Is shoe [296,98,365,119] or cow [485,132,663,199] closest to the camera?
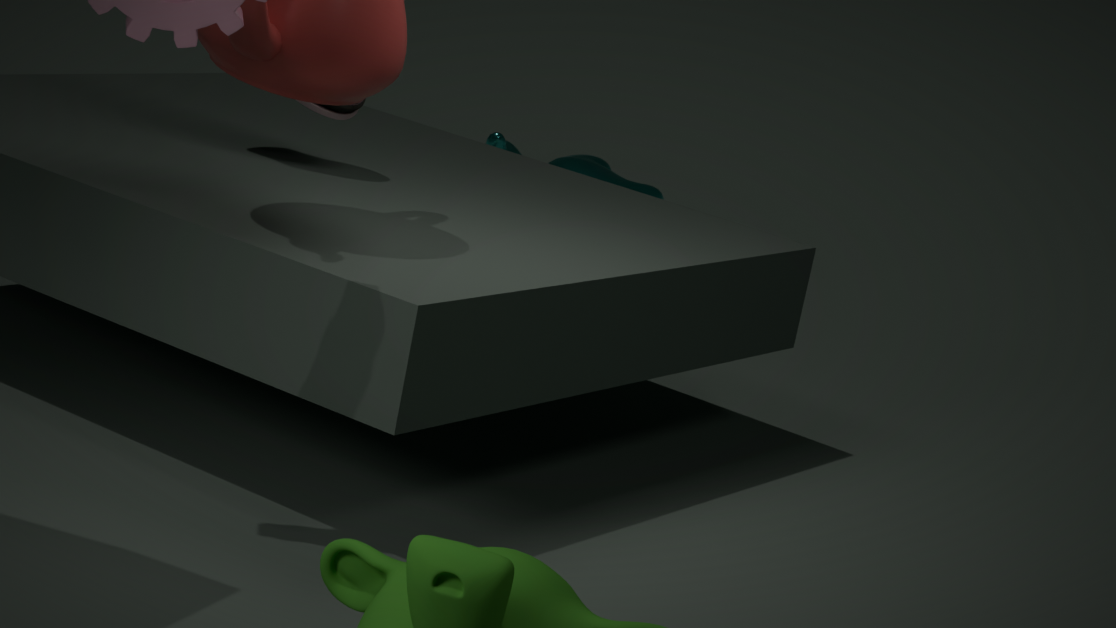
shoe [296,98,365,119]
